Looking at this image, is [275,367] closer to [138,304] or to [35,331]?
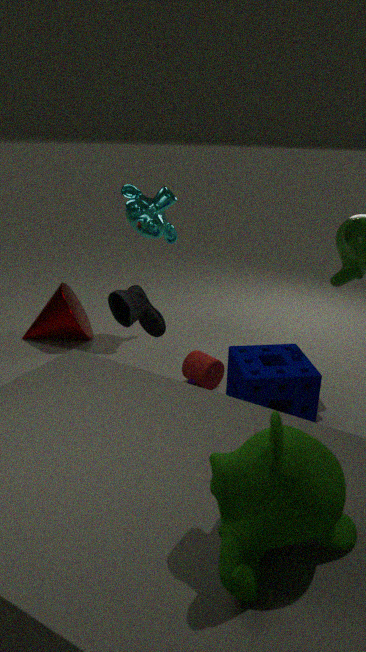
[138,304]
